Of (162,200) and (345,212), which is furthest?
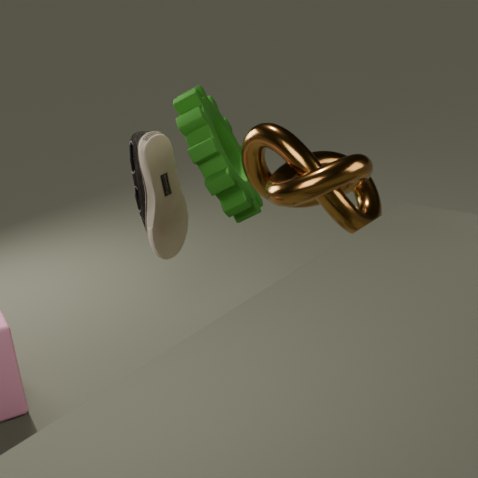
(162,200)
